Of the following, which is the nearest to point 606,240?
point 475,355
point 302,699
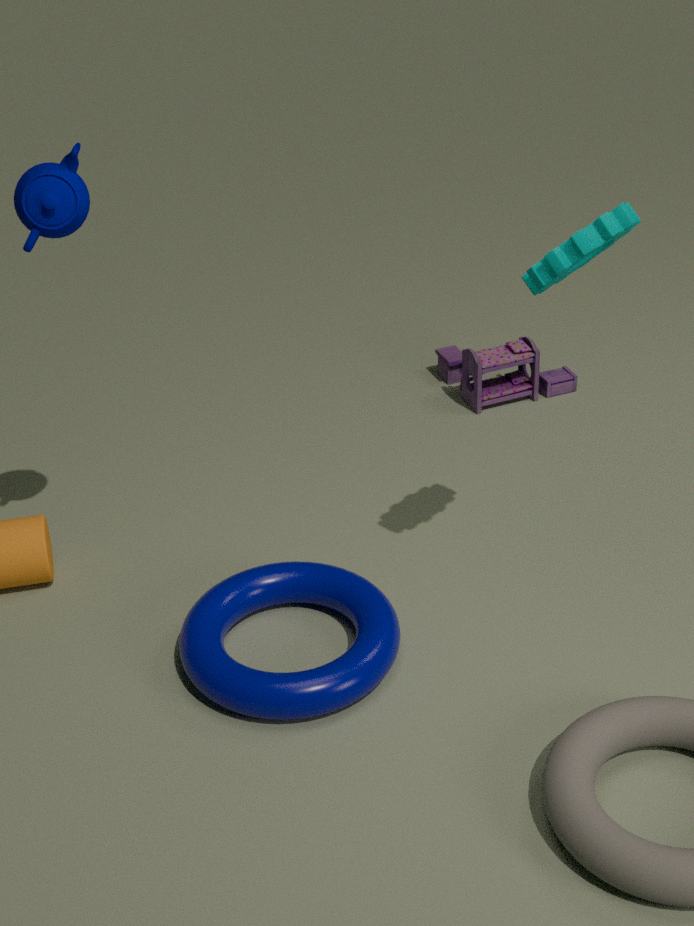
point 302,699
